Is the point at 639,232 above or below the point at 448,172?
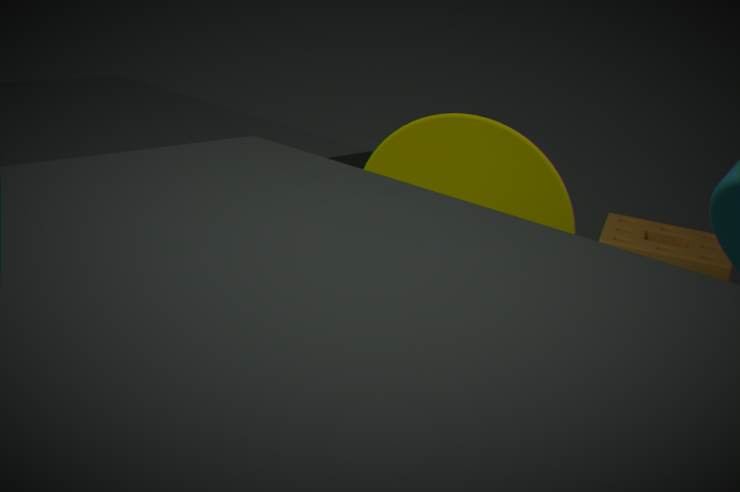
below
